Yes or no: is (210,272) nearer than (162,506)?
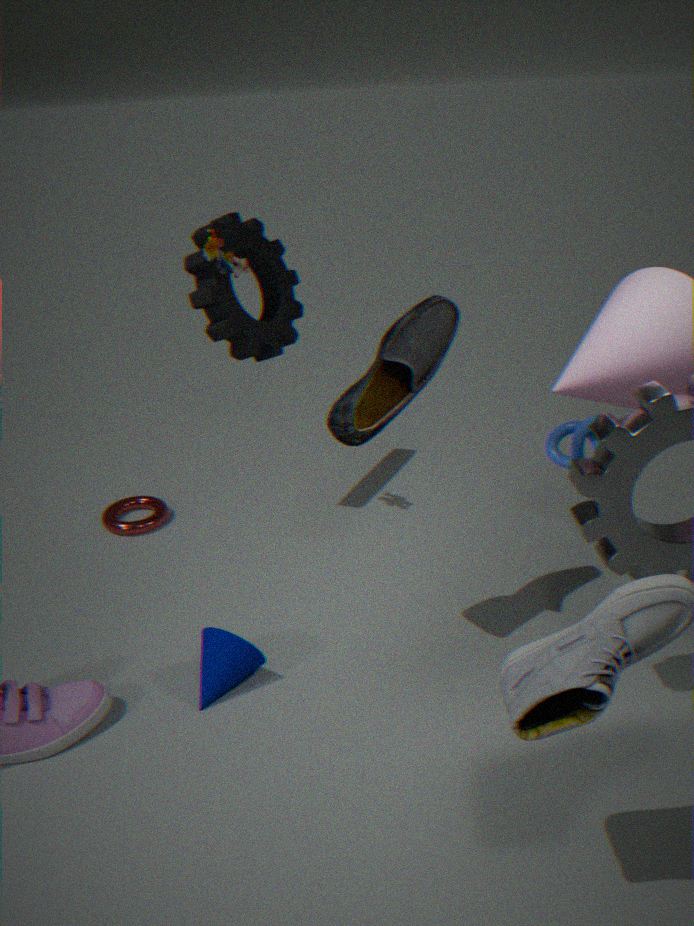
Yes
